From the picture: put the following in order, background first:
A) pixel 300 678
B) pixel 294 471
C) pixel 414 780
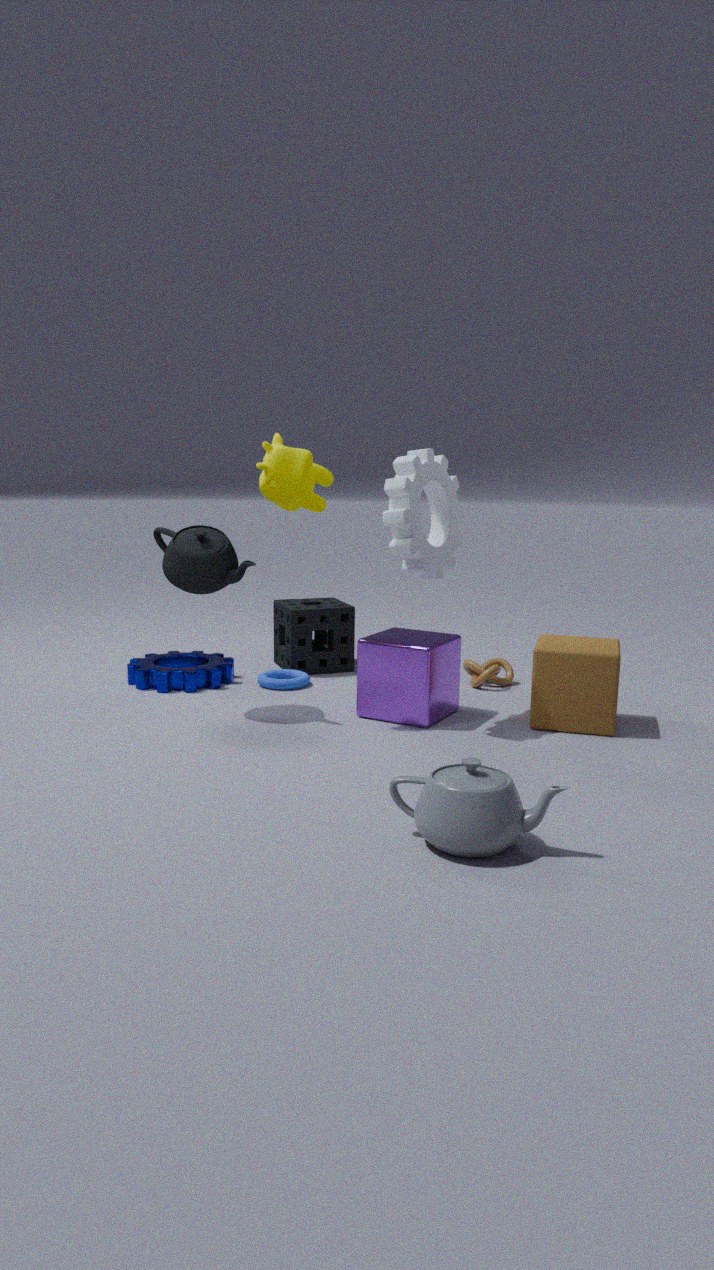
→ pixel 300 678 < pixel 294 471 < pixel 414 780
